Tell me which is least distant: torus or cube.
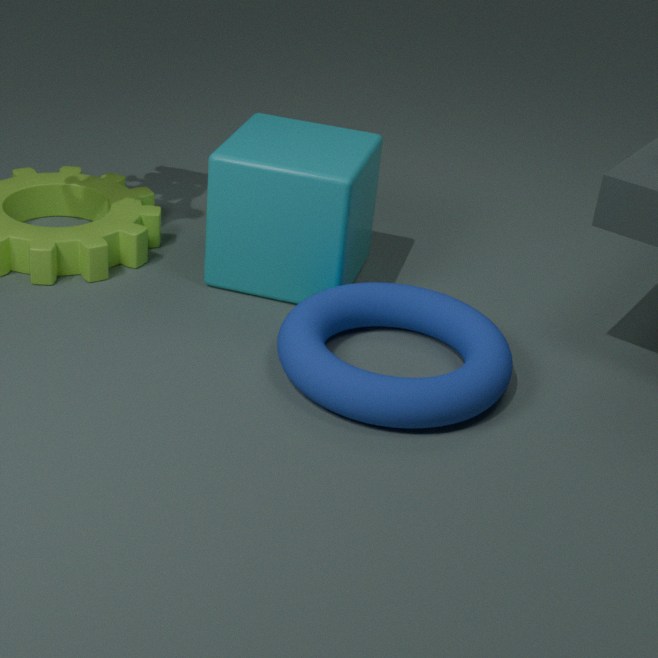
torus
